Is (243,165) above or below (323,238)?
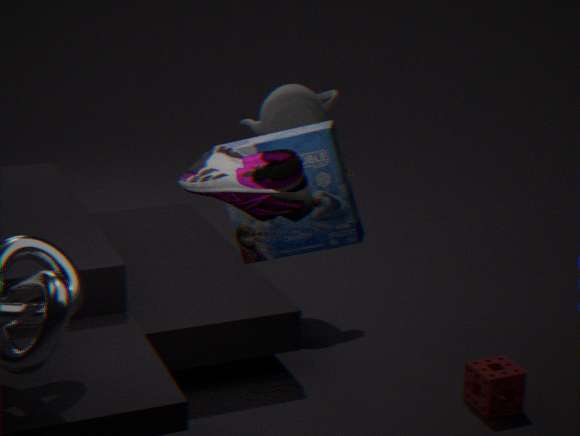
above
